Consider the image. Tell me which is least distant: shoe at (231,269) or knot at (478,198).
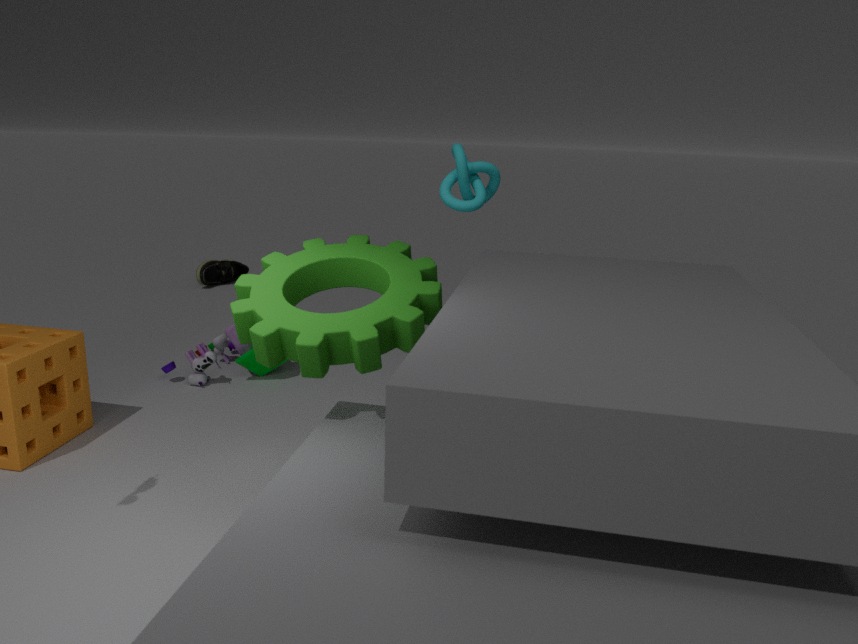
knot at (478,198)
